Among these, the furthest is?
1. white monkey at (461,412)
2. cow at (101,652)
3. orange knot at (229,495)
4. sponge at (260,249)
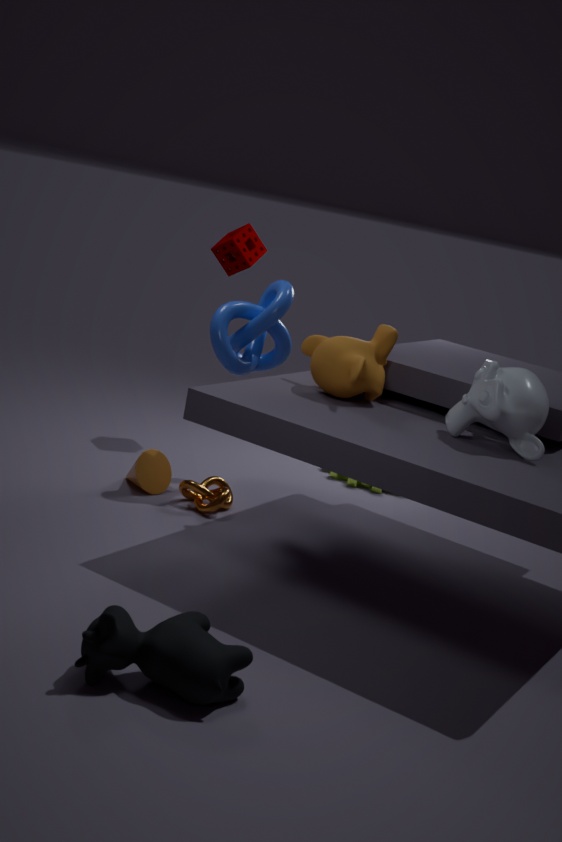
sponge at (260,249)
